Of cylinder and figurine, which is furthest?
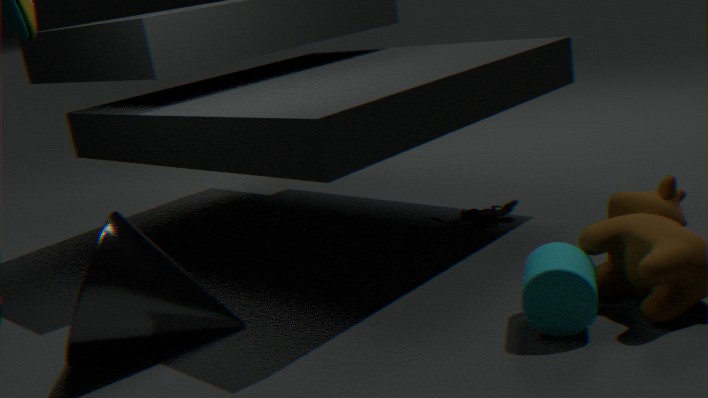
figurine
